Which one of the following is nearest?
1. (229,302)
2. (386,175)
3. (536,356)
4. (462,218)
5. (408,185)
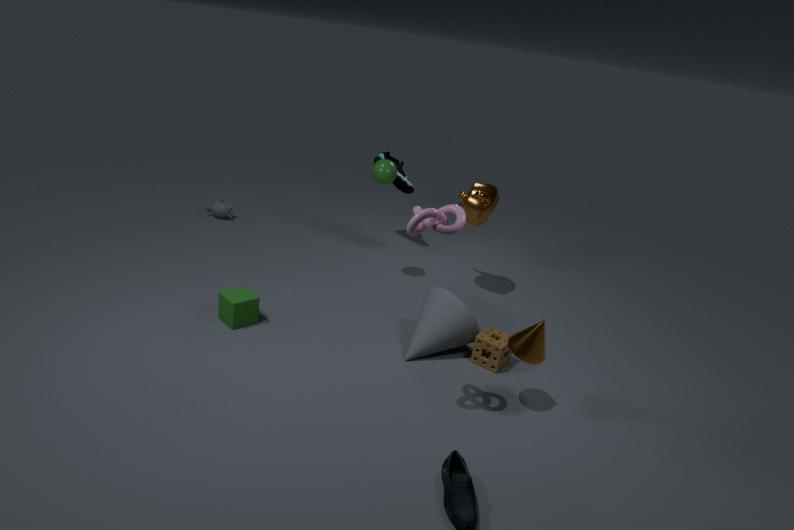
(462,218)
